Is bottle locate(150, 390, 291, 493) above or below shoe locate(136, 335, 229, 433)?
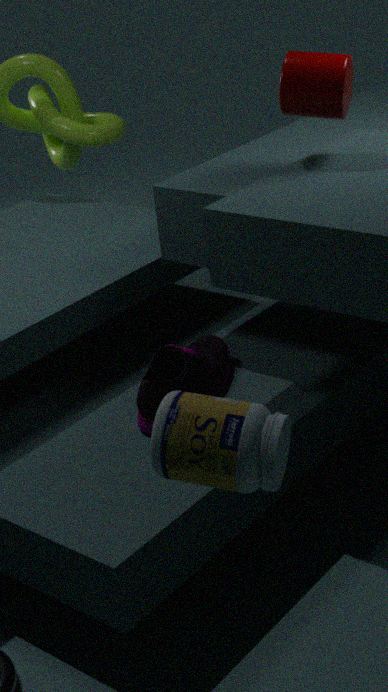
above
